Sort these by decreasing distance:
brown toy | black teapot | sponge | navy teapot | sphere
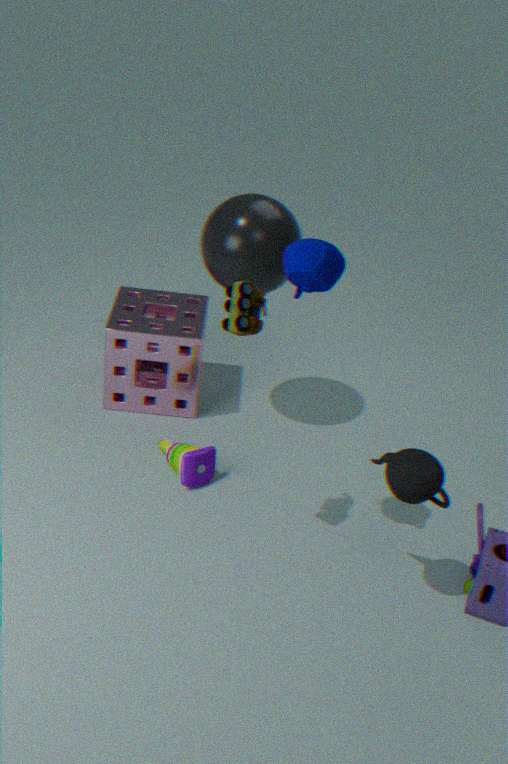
1. sponge
2. sphere
3. black teapot
4. brown toy
5. navy teapot
